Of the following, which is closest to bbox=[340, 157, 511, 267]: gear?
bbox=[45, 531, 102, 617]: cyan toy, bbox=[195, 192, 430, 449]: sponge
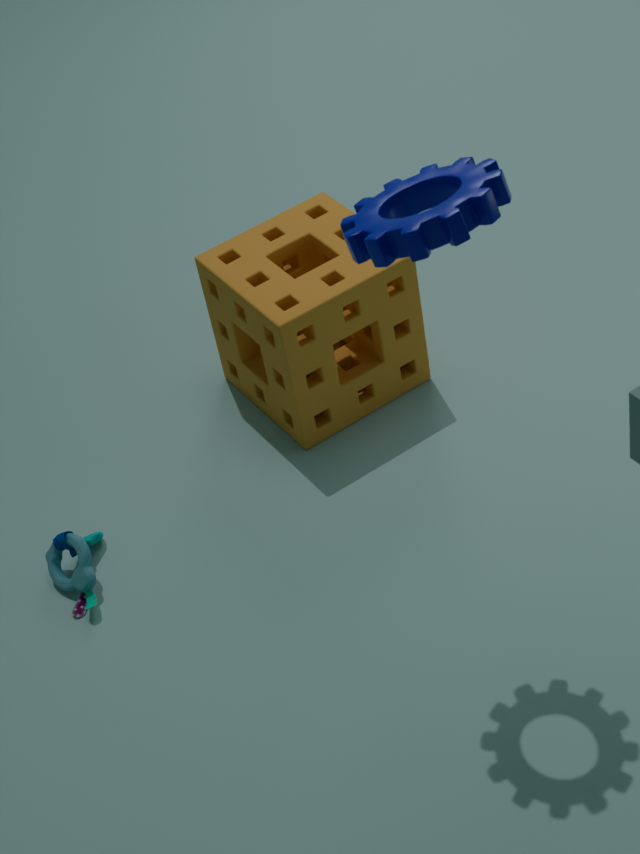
bbox=[195, 192, 430, 449]: sponge
